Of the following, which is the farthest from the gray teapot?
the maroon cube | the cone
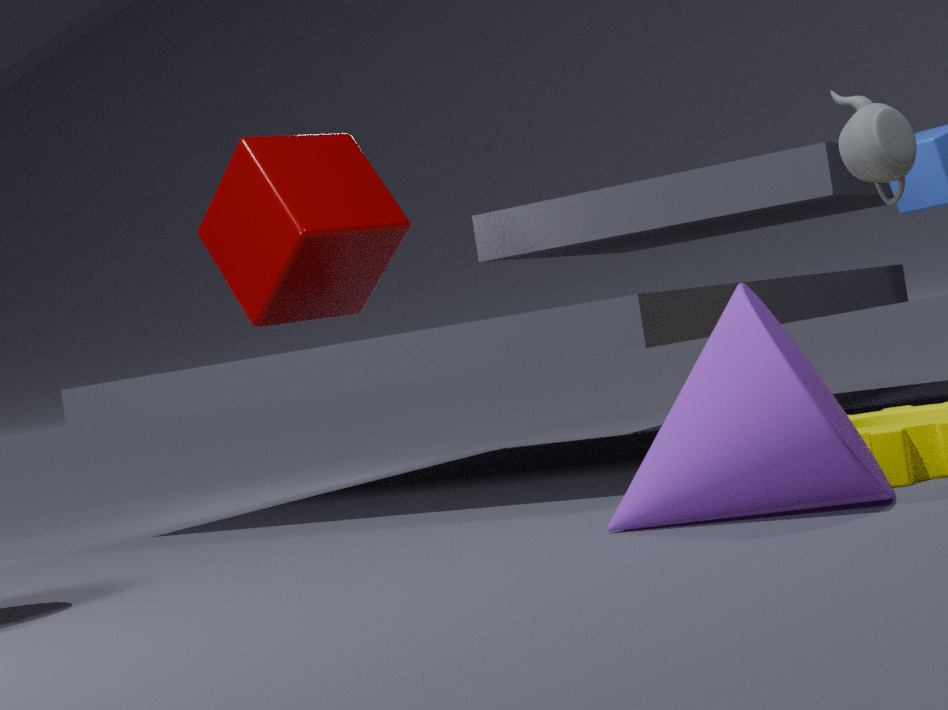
the maroon cube
